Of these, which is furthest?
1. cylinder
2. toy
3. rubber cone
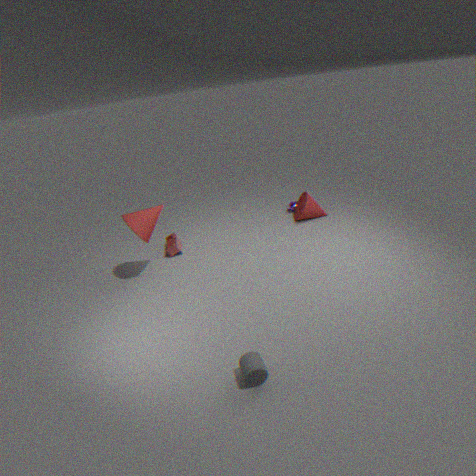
toy
